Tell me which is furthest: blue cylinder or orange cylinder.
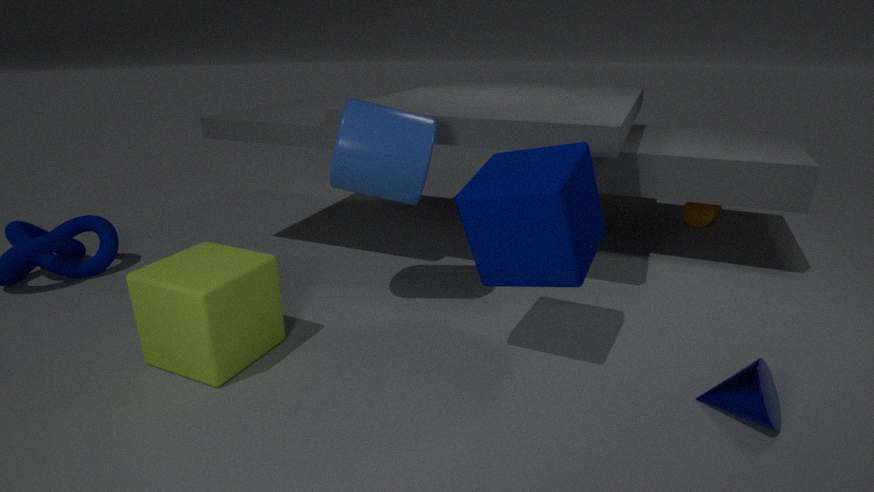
orange cylinder
